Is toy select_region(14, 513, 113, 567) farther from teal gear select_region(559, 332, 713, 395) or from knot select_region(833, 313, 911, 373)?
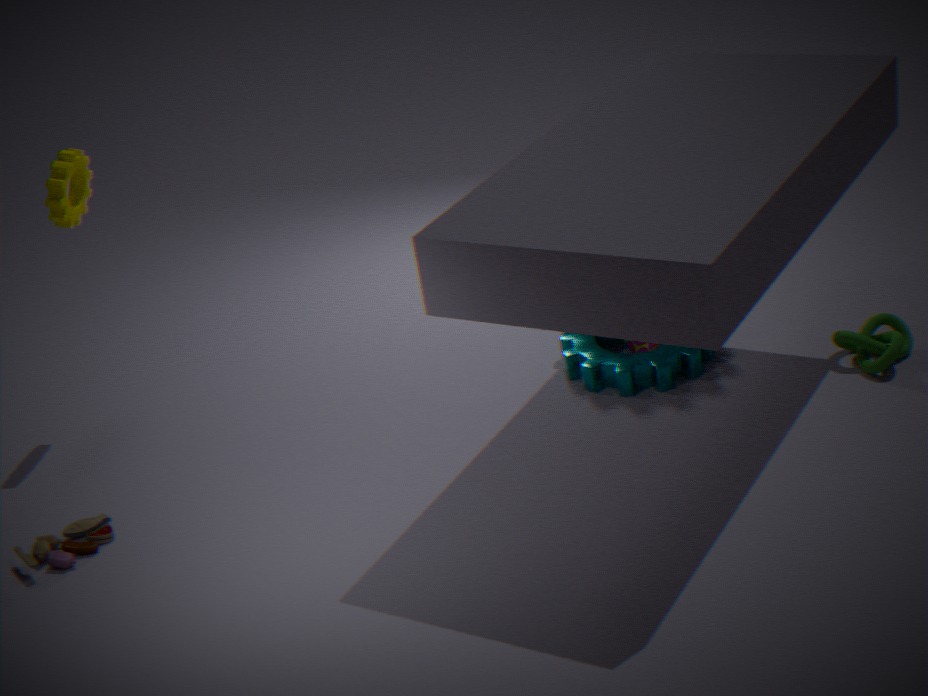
knot select_region(833, 313, 911, 373)
